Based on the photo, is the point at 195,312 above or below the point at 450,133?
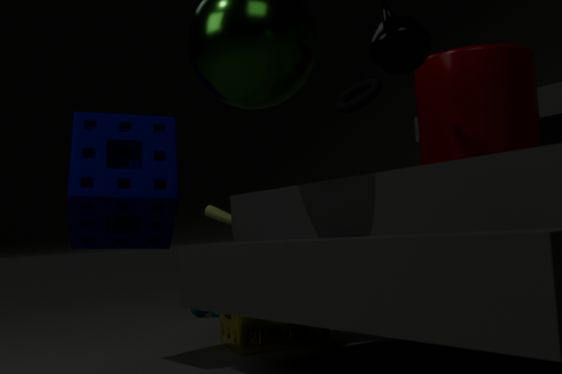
below
